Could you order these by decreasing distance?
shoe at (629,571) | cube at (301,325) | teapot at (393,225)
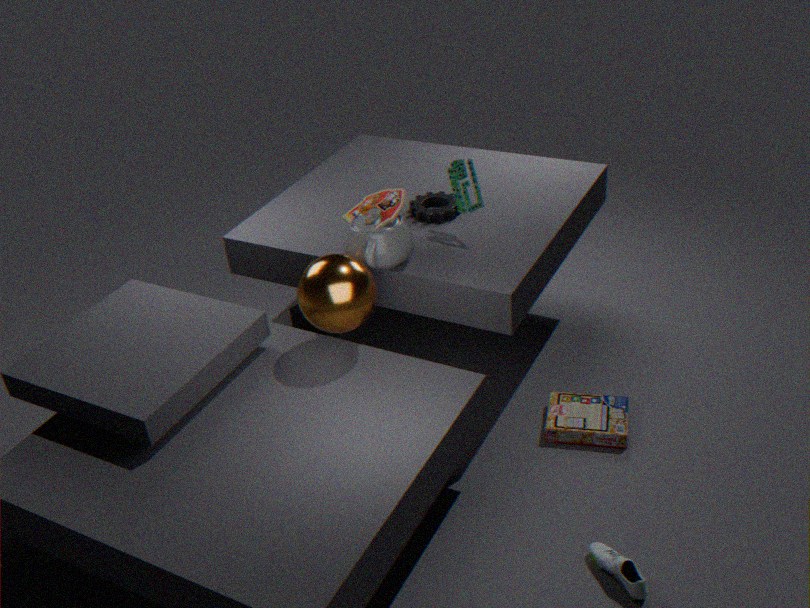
cube at (301,325)
teapot at (393,225)
shoe at (629,571)
